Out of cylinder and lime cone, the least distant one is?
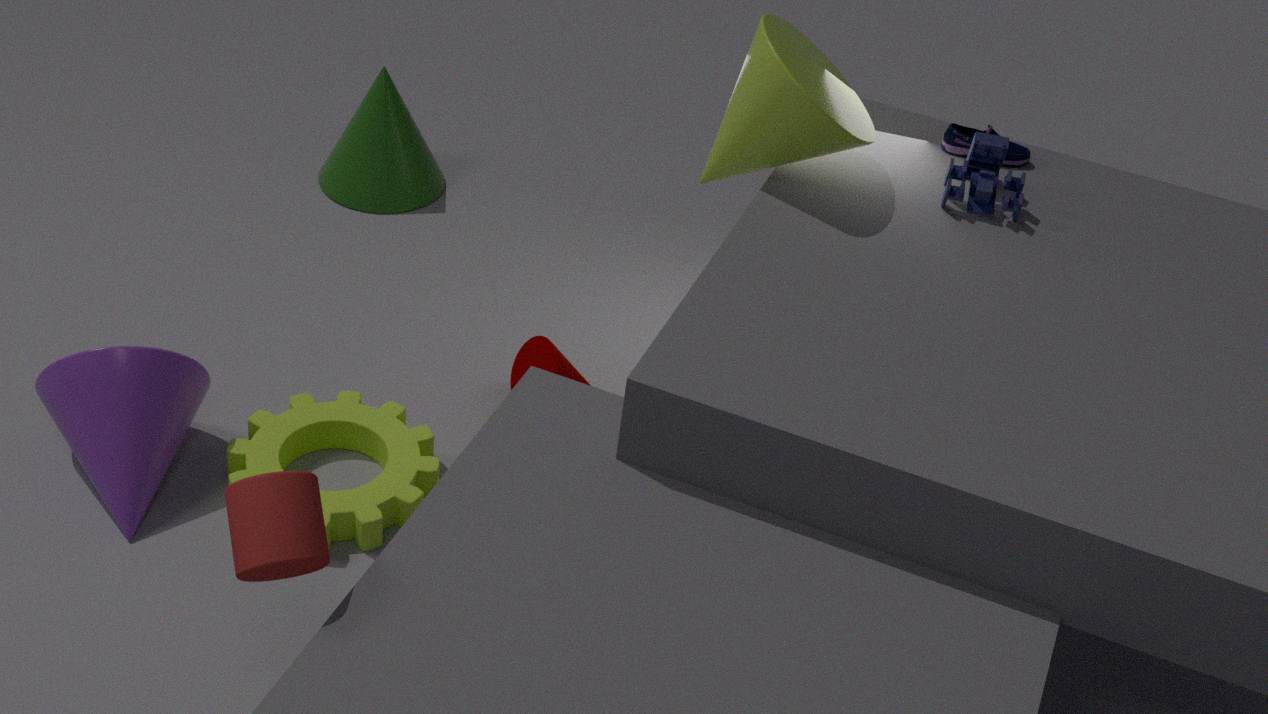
cylinder
